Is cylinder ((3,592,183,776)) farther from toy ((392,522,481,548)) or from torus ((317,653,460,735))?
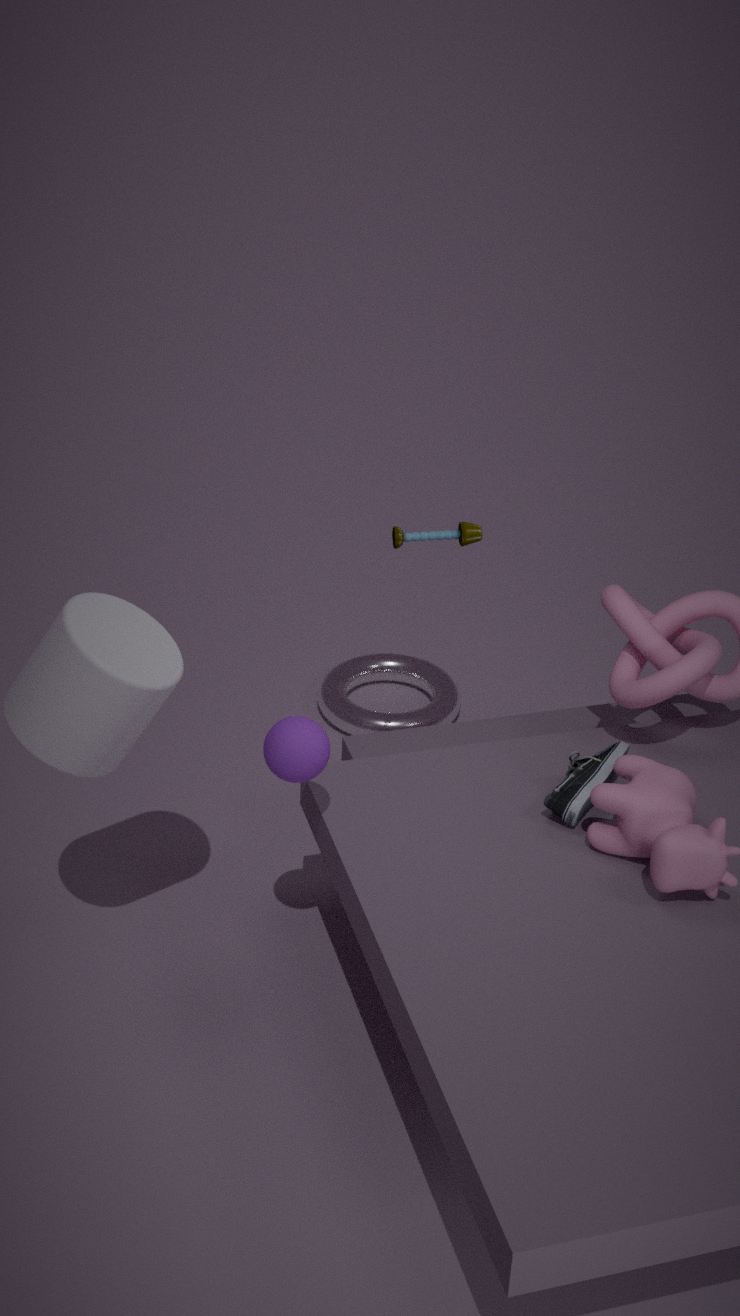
torus ((317,653,460,735))
